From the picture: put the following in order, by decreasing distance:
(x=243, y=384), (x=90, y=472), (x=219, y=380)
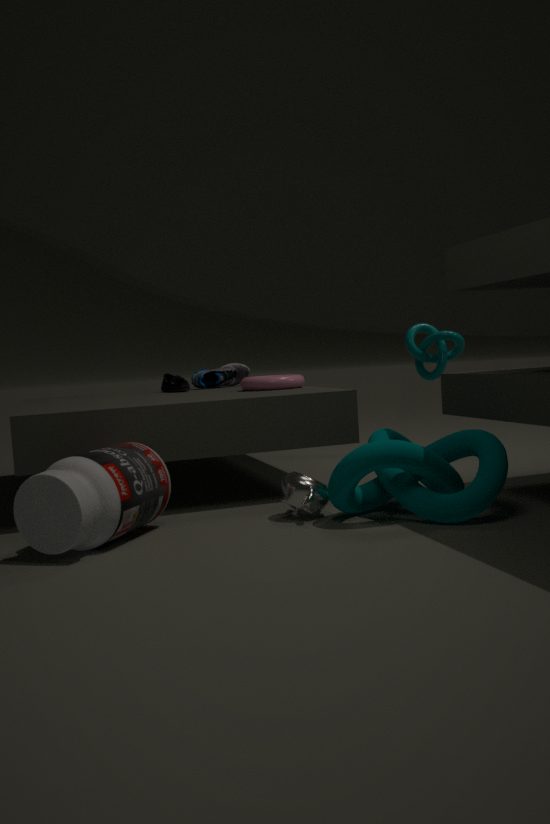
(x=219, y=380)
(x=243, y=384)
(x=90, y=472)
